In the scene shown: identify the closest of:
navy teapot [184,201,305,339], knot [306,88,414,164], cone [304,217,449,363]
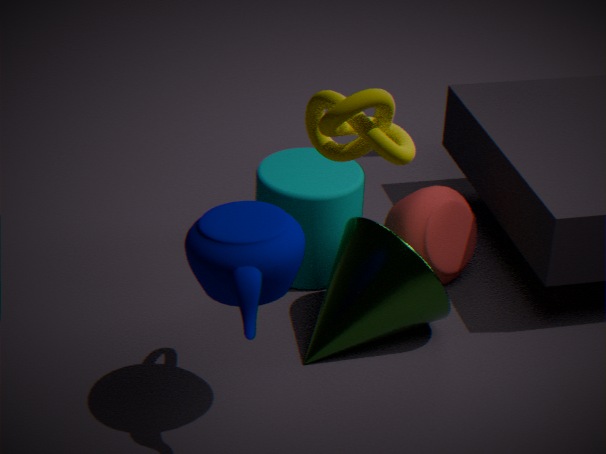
knot [306,88,414,164]
